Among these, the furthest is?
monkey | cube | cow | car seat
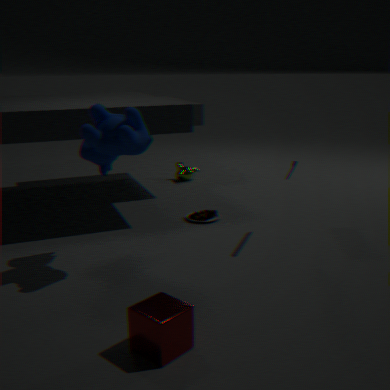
monkey
